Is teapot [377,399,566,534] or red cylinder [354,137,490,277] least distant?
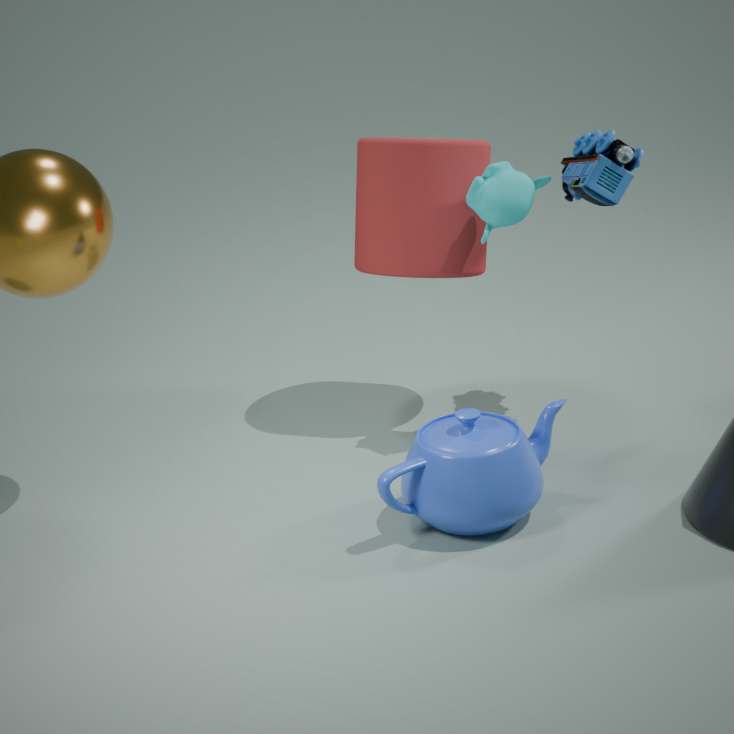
teapot [377,399,566,534]
